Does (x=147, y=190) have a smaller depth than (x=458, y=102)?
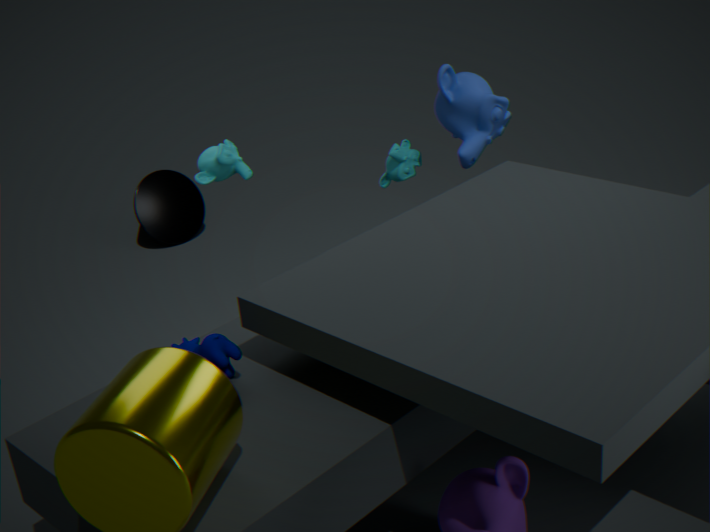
No
